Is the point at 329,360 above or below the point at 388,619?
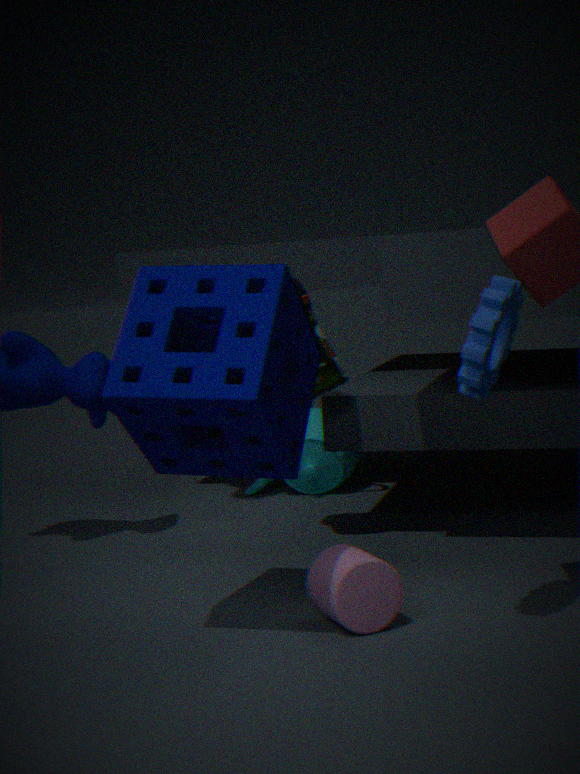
above
